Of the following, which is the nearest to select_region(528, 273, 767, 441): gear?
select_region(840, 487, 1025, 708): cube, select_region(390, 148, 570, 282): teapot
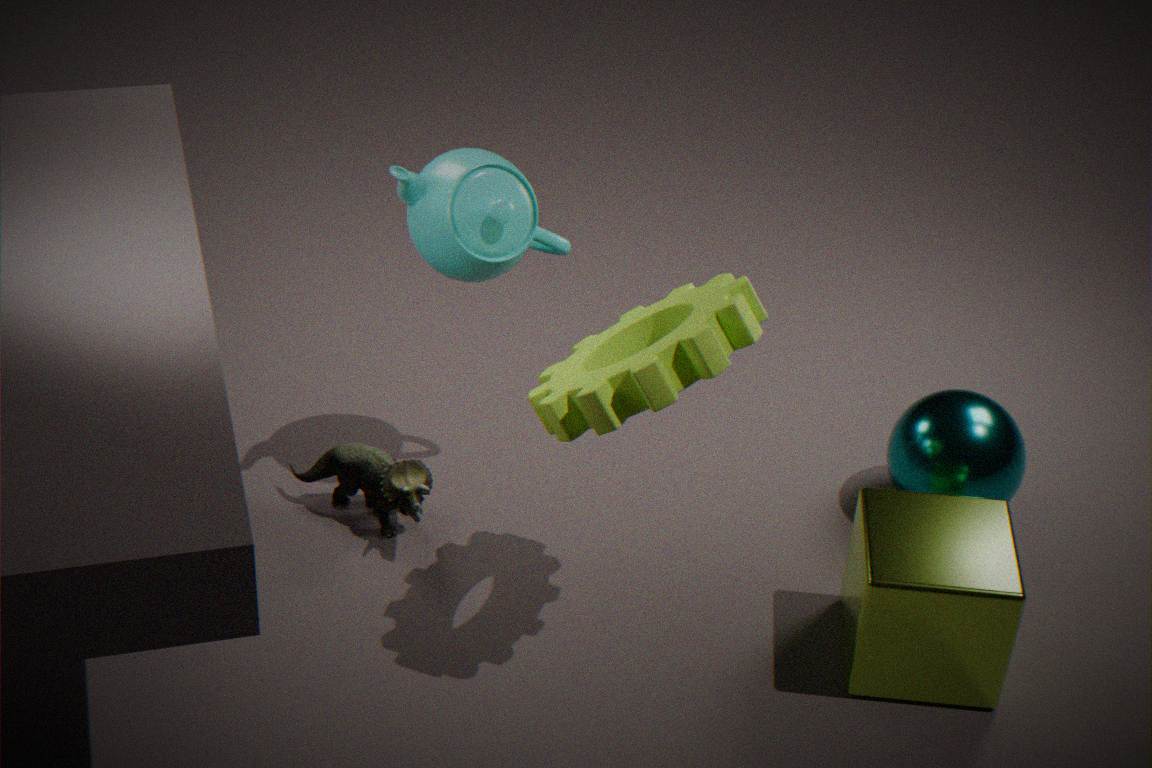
select_region(390, 148, 570, 282): teapot
